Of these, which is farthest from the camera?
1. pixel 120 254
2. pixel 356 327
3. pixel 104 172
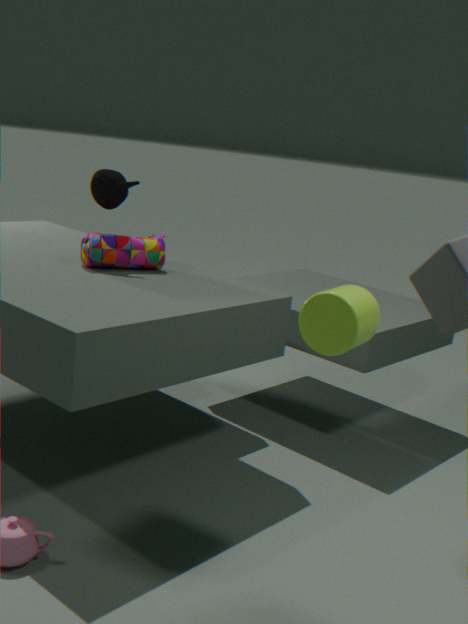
pixel 104 172
